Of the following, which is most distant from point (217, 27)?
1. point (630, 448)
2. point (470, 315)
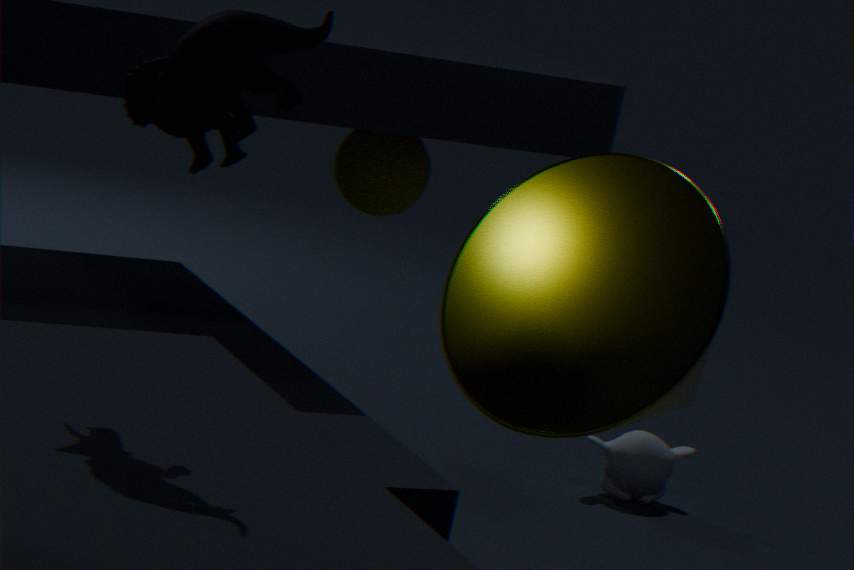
point (630, 448)
